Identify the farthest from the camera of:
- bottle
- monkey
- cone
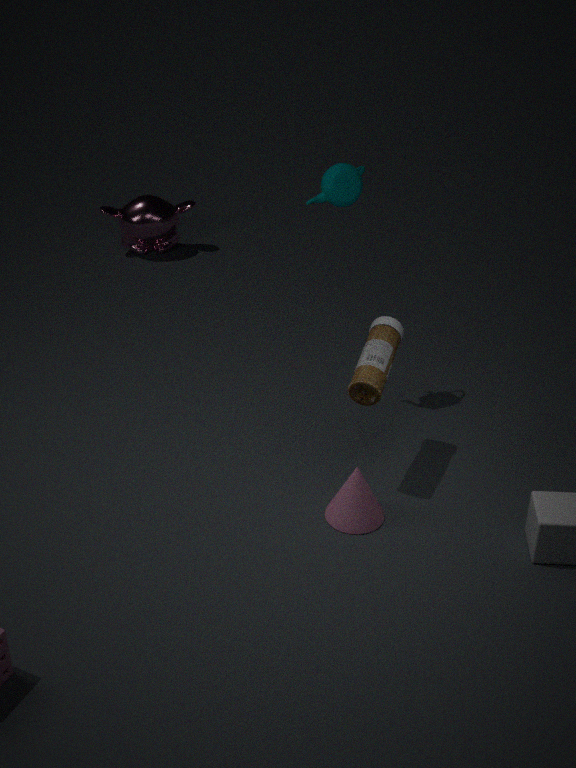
monkey
